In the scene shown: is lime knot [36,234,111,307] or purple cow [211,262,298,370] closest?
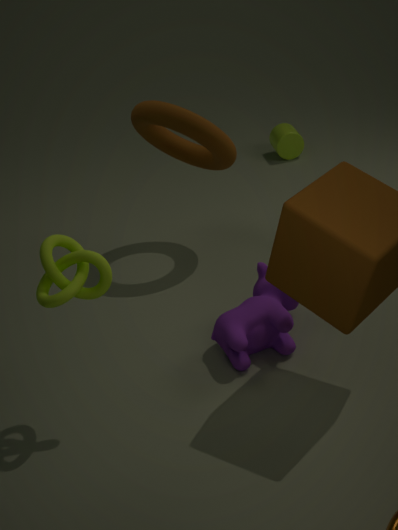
lime knot [36,234,111,307]
